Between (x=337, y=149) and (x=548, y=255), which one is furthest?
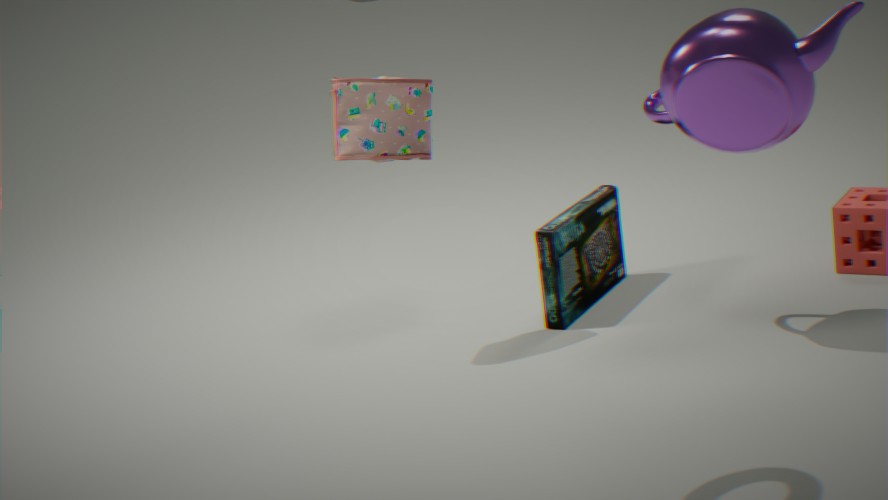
(x=548, y=255)
